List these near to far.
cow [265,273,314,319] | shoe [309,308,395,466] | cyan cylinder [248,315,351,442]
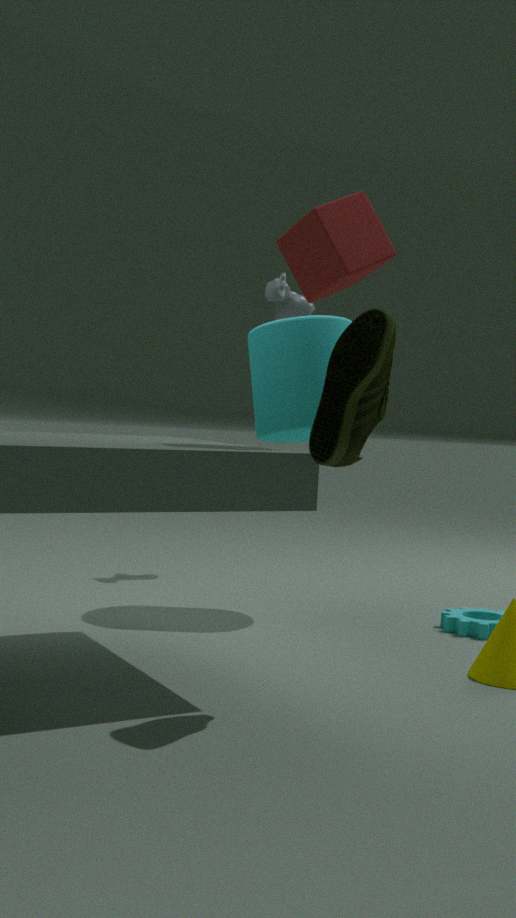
shoe [309,308,395,466]
cyan cylinder [248,315,351,442]
cow [265,273,314,319]
